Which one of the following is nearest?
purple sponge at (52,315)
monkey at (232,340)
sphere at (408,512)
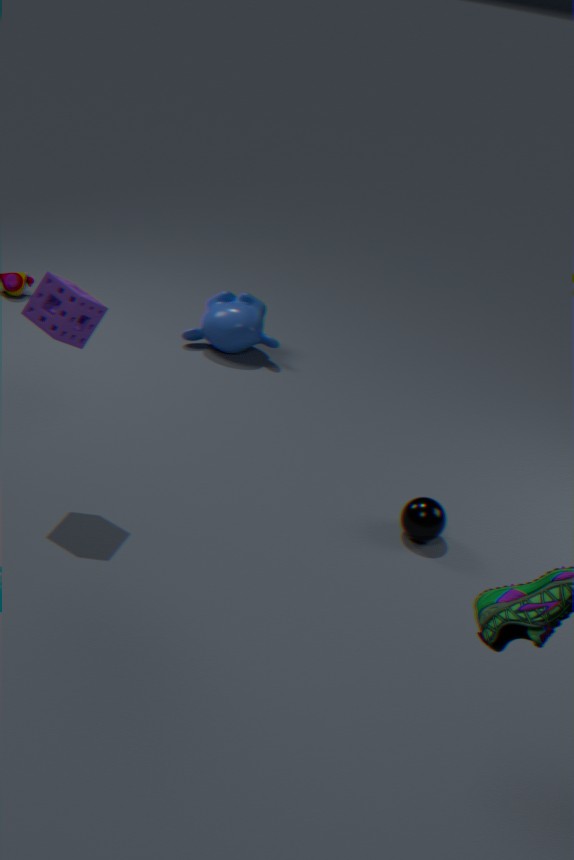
purple sponge at (52,315)
